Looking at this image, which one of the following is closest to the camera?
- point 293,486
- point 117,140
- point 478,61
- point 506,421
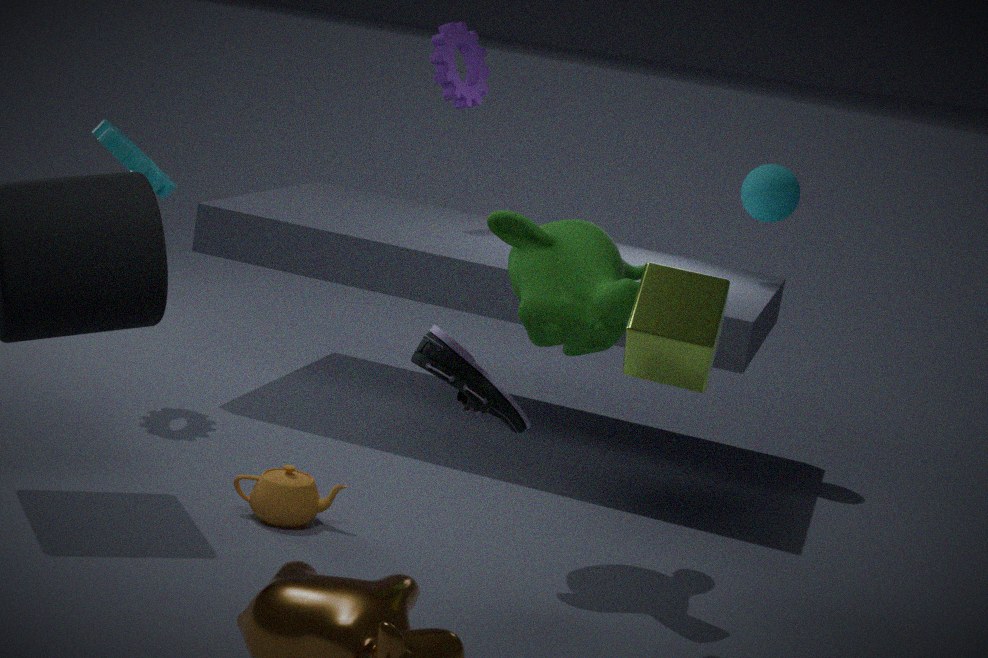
point 506,421
